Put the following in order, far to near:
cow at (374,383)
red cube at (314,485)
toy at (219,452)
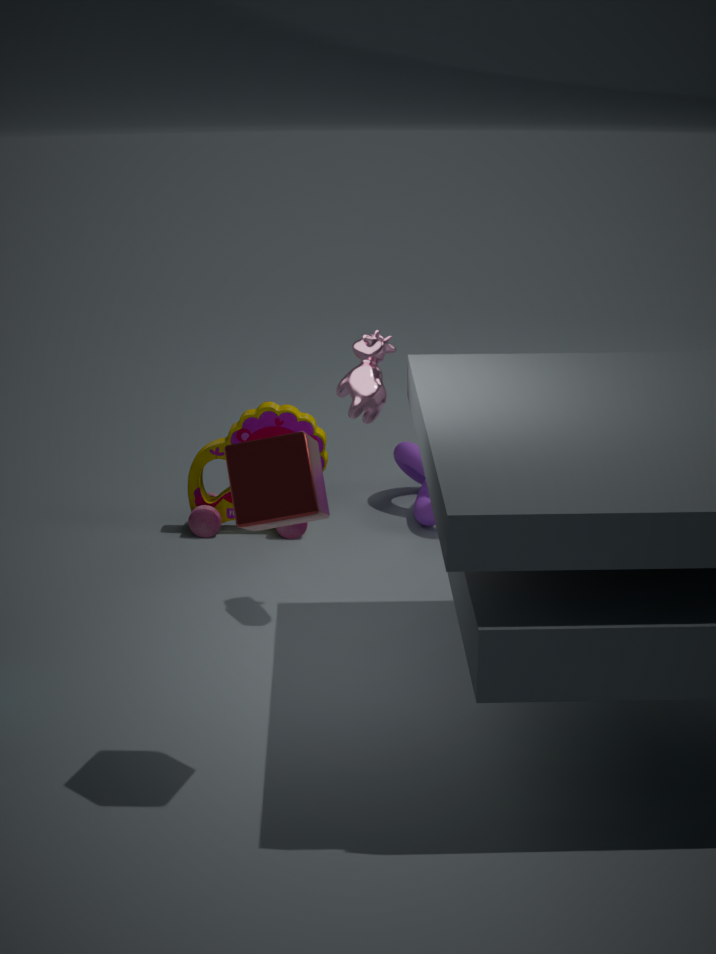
toy at (219,452), cow at (374,383), red cube at (314,485)
